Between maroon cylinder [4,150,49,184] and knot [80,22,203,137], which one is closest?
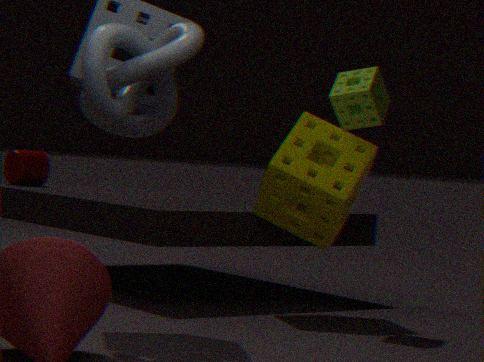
knot [80,22,203,137]
